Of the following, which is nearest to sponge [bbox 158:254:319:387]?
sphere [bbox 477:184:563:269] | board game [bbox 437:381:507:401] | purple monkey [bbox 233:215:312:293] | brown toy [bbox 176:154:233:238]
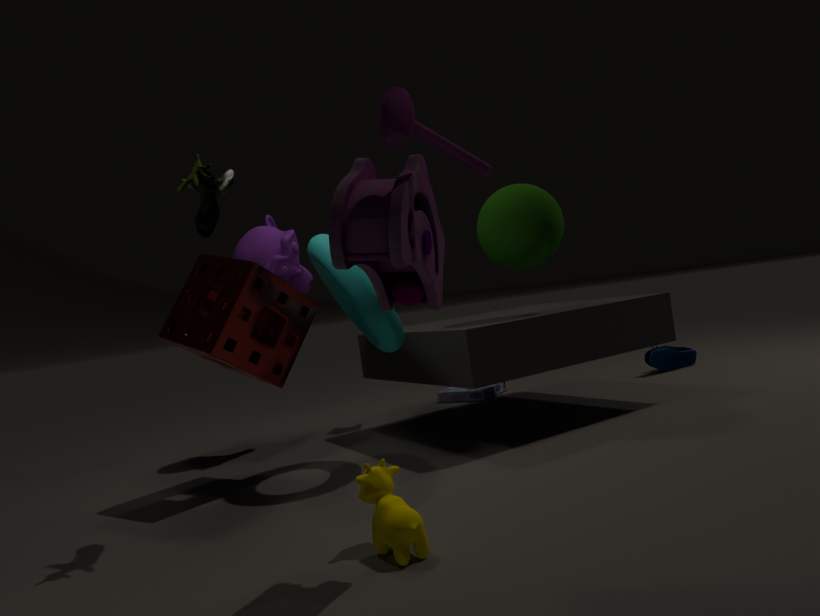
purple monkey [bbox 233:215:312:293]
